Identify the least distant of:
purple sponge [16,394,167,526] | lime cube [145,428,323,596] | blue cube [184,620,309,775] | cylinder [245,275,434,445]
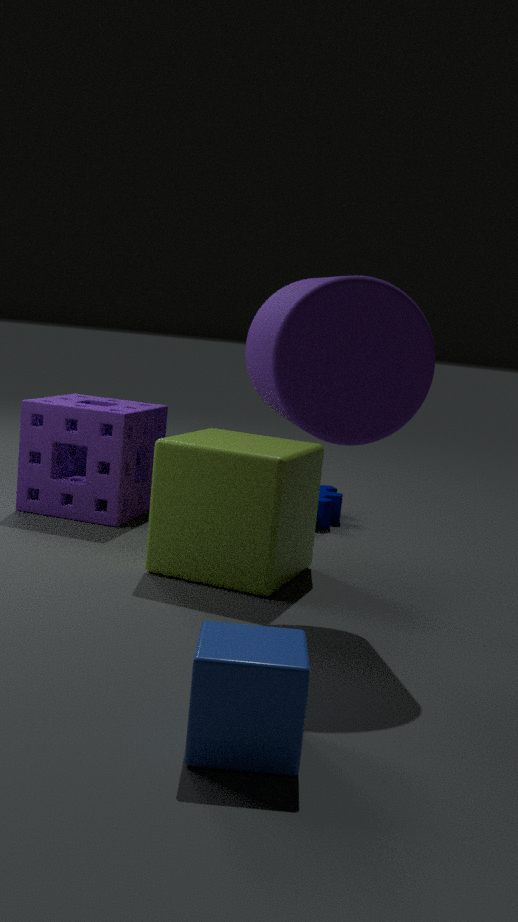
blue cube [184,620,309,775]
